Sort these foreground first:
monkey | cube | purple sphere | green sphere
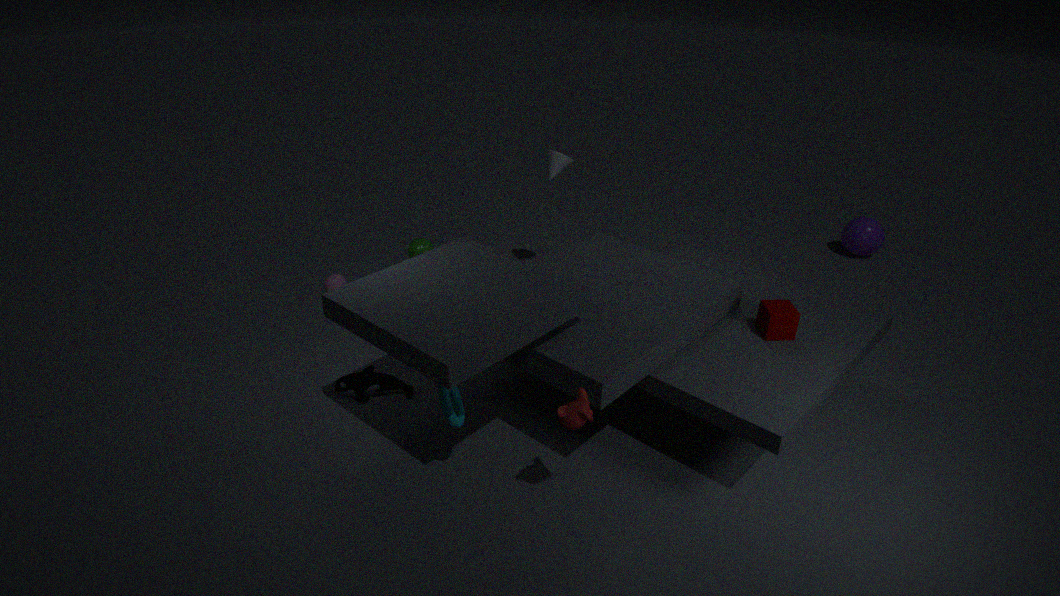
1. monkey
2. cube
3. green sphere
4. purple sphere
